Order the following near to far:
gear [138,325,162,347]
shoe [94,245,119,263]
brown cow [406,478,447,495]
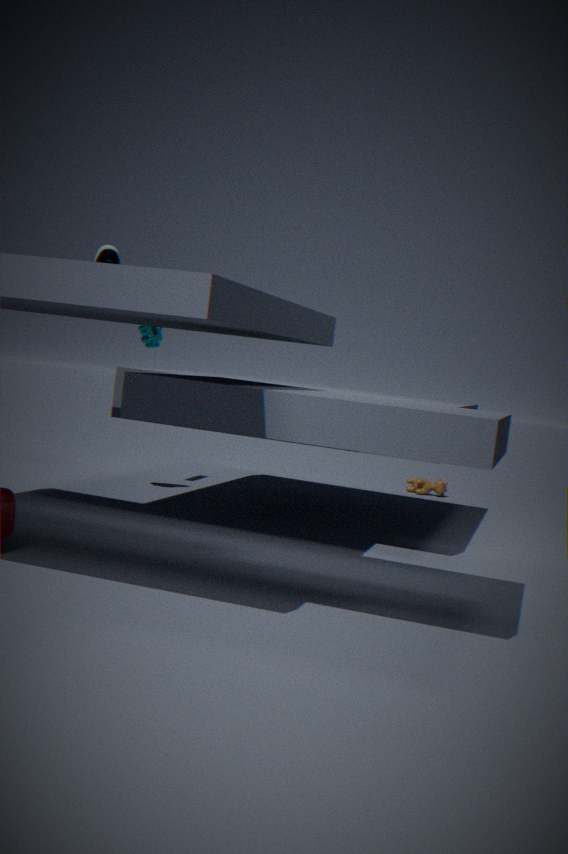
shoe [94,245,119,263] → gear [138,325,162,347] → brown cow [406,478,447,495]
